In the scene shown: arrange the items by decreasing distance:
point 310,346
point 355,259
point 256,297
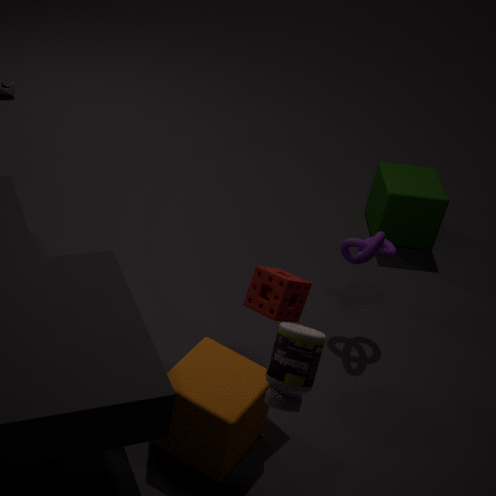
1. point 355,259
2. point 256,297
3. point 310,346
